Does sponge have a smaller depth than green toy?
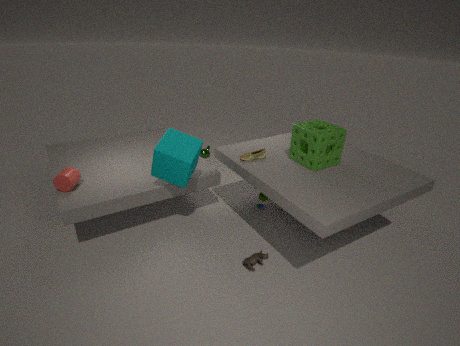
Yes
